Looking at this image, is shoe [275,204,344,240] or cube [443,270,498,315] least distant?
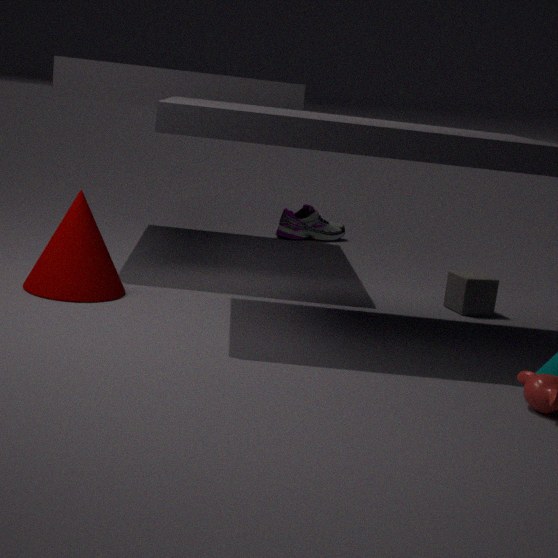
cube [443,270,498,315]
